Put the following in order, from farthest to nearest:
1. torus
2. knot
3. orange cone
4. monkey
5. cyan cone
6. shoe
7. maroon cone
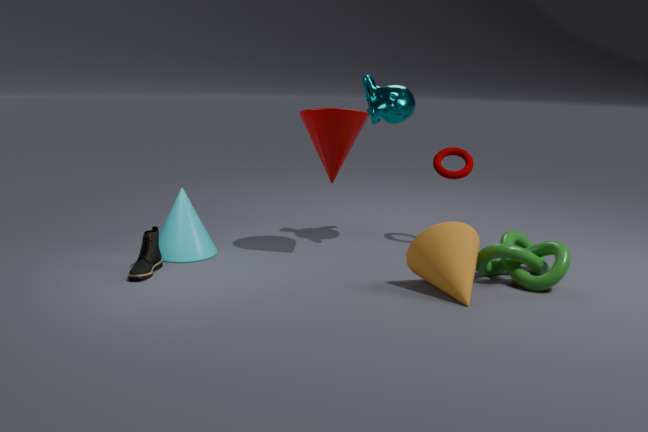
torus
monkey
cyan cone
maroon cone
shoe
knot
orange cone
